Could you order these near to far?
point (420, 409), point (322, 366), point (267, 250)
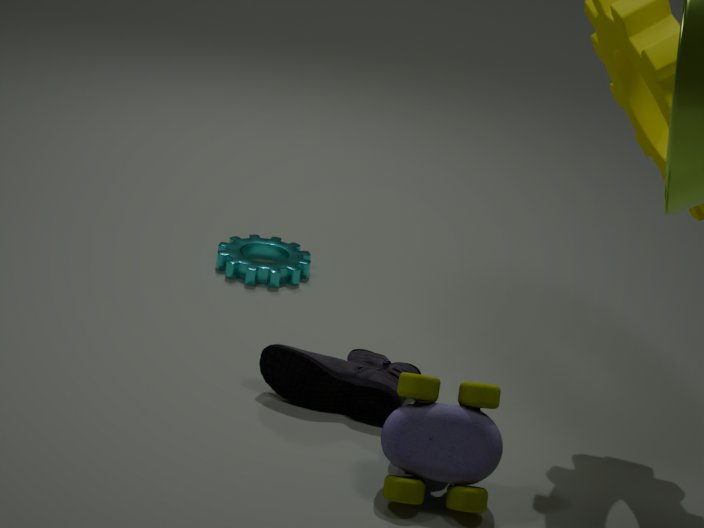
point (420, 409)
point (322, 366)
point (267, 250)
